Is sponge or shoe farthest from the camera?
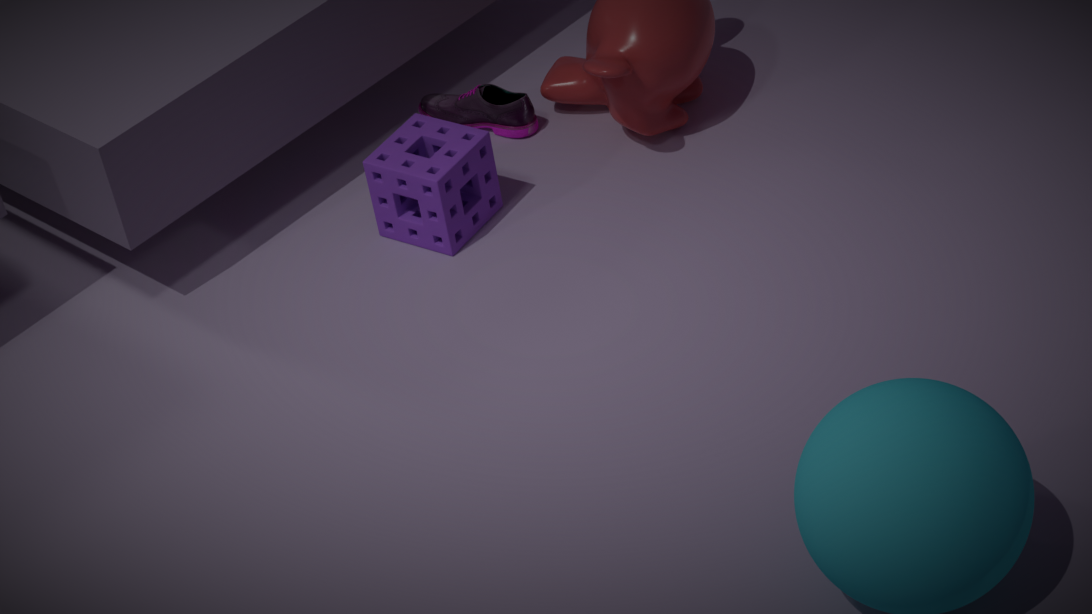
shoe
